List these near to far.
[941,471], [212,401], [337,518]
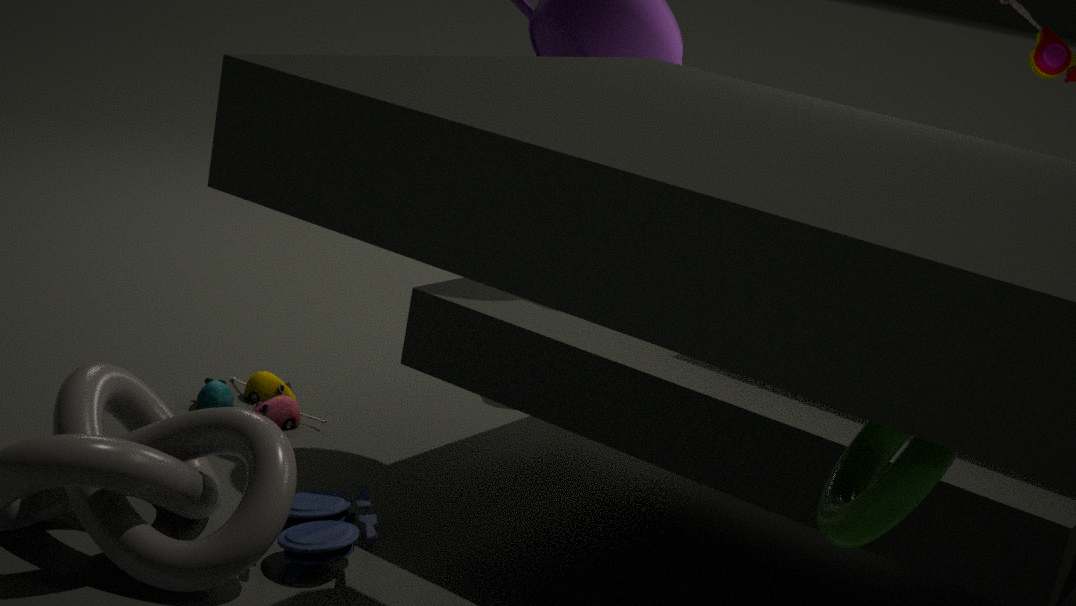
1. [941,471]
2. [337,518]
3. [212,401]
